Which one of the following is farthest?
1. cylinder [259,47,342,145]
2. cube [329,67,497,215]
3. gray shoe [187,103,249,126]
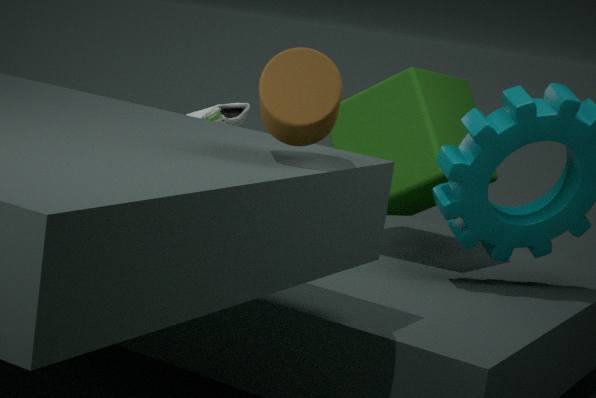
gray shoe [187,103,249,126]
